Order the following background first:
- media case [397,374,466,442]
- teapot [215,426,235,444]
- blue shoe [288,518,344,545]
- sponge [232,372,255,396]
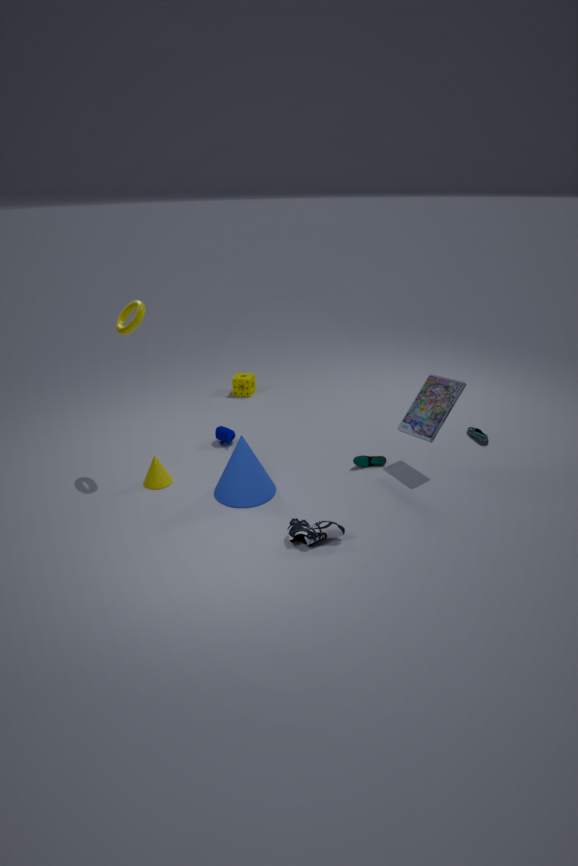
sponge [232,372,255,396] < teapot [215,426,235,444] < media case [397,374,466,442] < blue shoe [288,518,344,545]
